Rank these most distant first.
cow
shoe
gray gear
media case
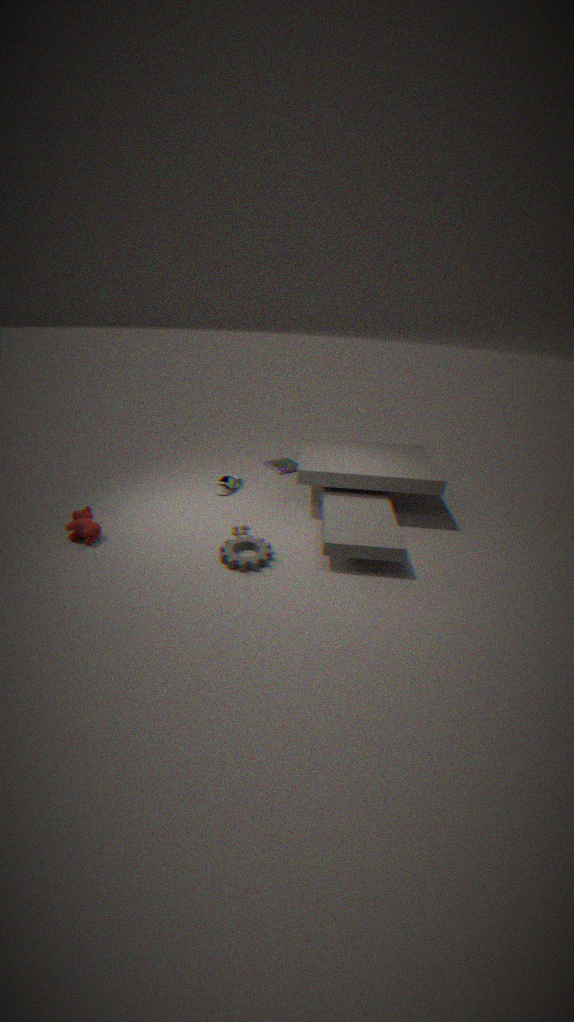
media case
shoe
cow
gray gear
